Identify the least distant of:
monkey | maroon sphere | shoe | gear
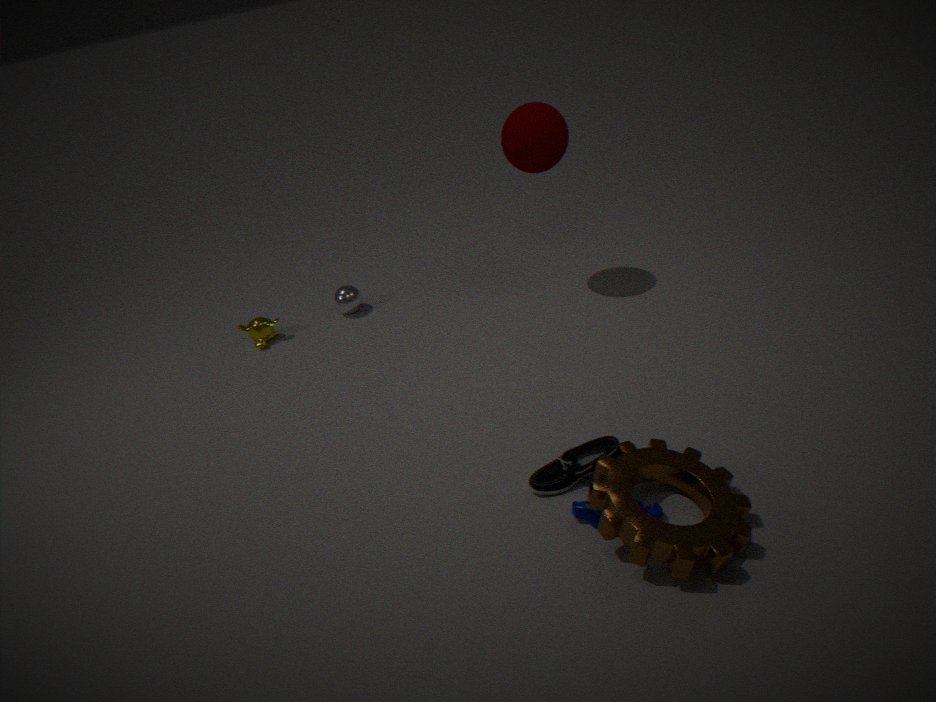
gear
